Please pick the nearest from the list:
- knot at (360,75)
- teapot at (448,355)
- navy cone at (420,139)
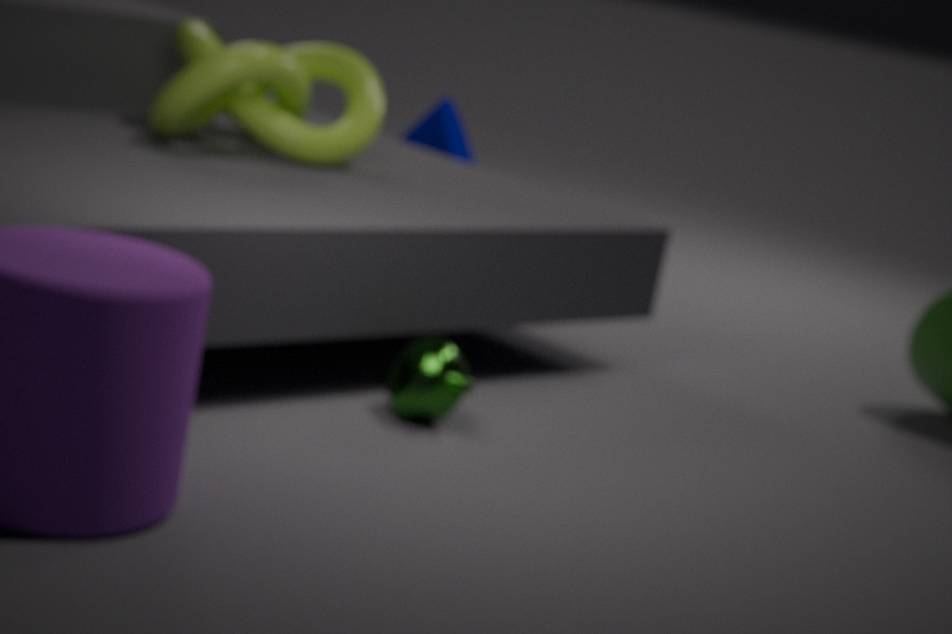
teapot at (448,355)
